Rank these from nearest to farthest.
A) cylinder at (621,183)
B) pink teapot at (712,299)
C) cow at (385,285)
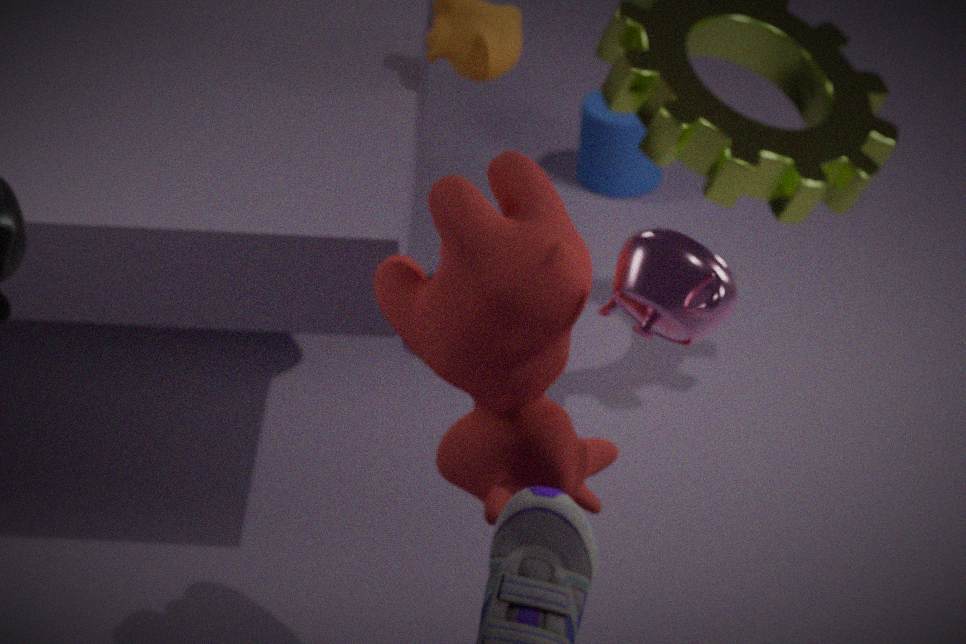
pink teapot at (712,299) < cow at (385,285) < cylinder at (621,183)
